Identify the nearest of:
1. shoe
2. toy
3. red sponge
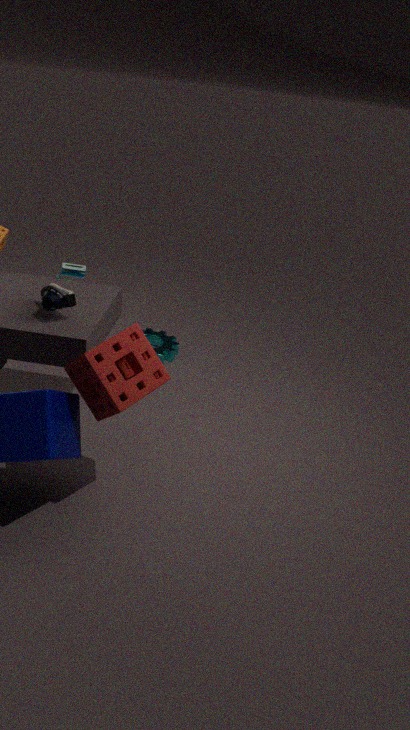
red sponge
